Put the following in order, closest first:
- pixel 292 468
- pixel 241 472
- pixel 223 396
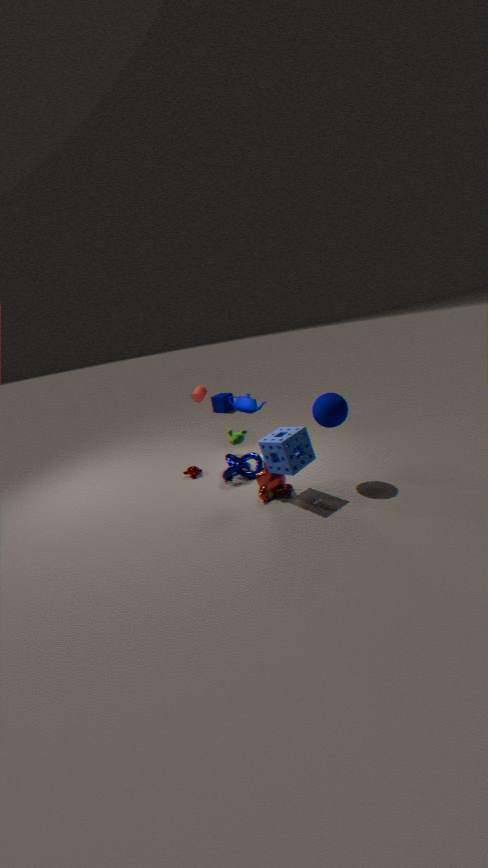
1. pixel 292 468
2. pixel 241 472
3. pixel 223 396
